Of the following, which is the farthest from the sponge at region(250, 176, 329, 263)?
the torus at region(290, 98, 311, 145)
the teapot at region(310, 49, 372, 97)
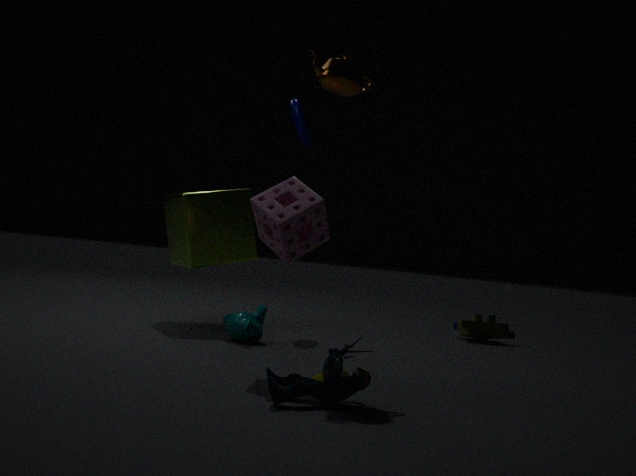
the torus at region(290, 98, 311, 145)
